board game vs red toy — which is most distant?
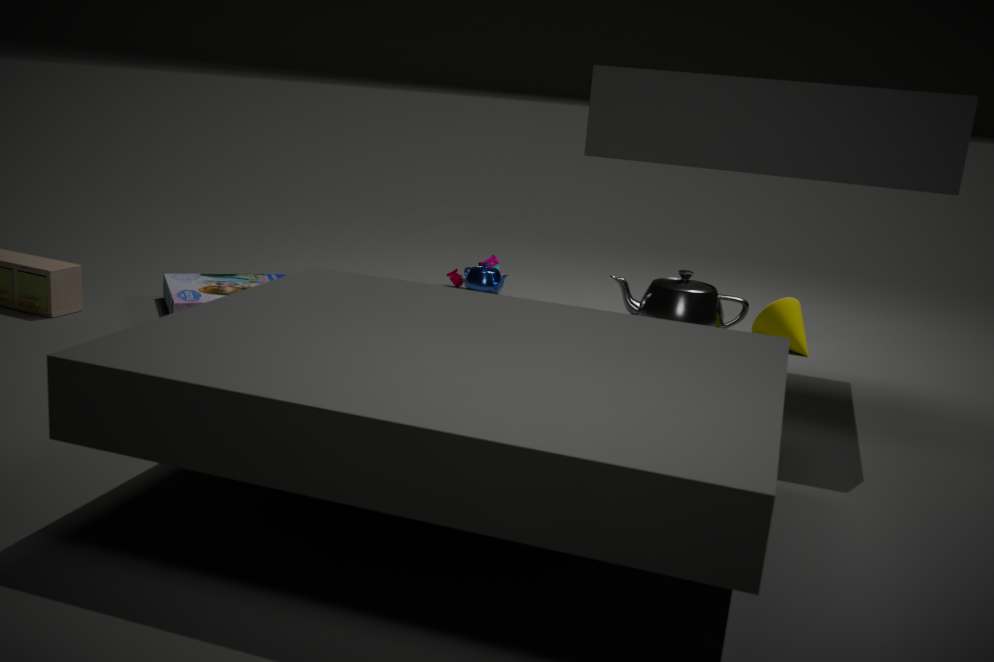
red toy
